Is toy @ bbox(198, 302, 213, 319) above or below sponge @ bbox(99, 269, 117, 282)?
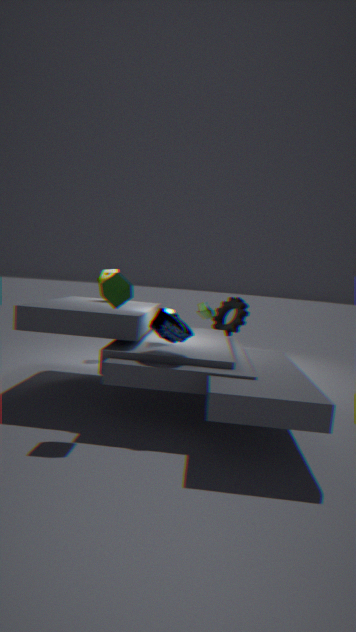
below
